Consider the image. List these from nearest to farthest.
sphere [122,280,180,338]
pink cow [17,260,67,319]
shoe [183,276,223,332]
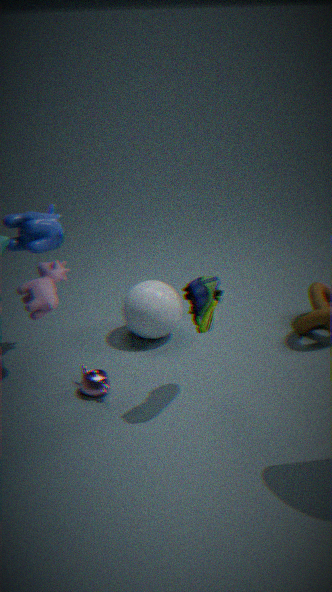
pink cow [17,260,67,319], shoe [183,276,223,332], sphere [122,280,180,338]
